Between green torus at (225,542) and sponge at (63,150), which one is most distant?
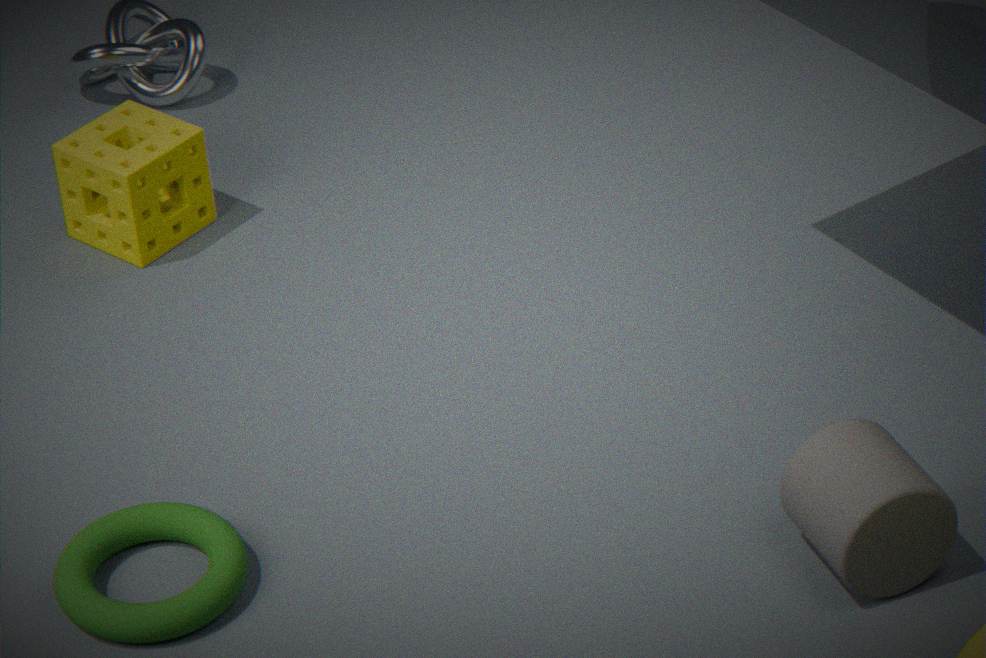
sponge at (63,150)
